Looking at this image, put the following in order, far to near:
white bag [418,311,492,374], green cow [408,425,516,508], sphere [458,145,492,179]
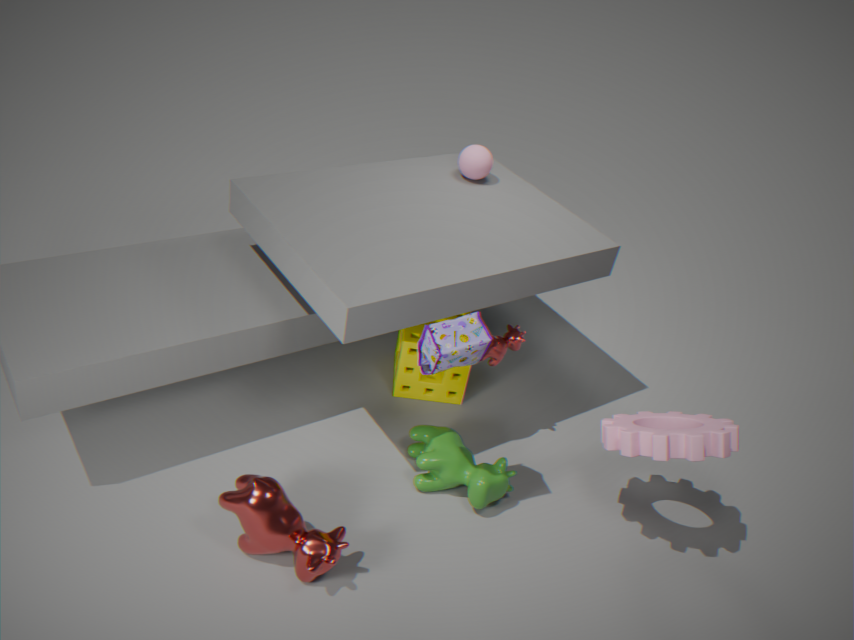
sphere [458,145,492,179]
green cow [408,425,516,508]
white bag [418,311,492,374]
